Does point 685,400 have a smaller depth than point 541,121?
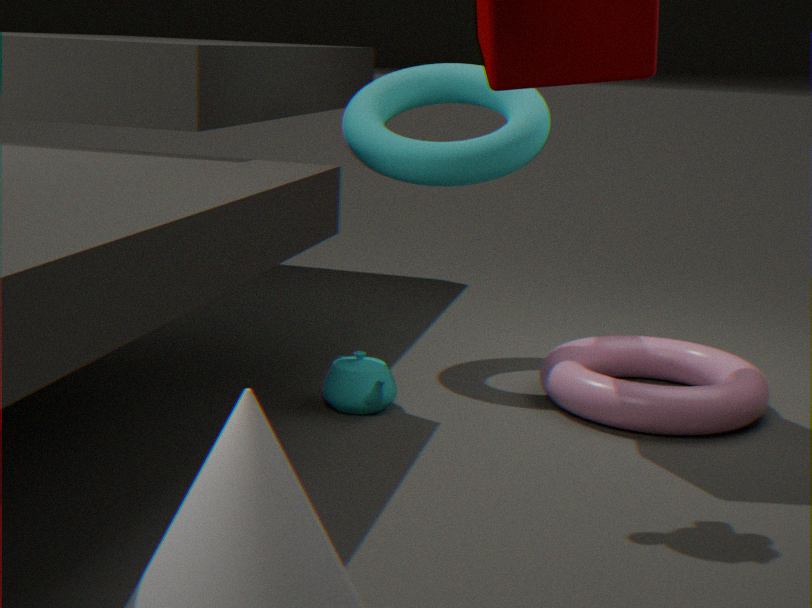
Yes
